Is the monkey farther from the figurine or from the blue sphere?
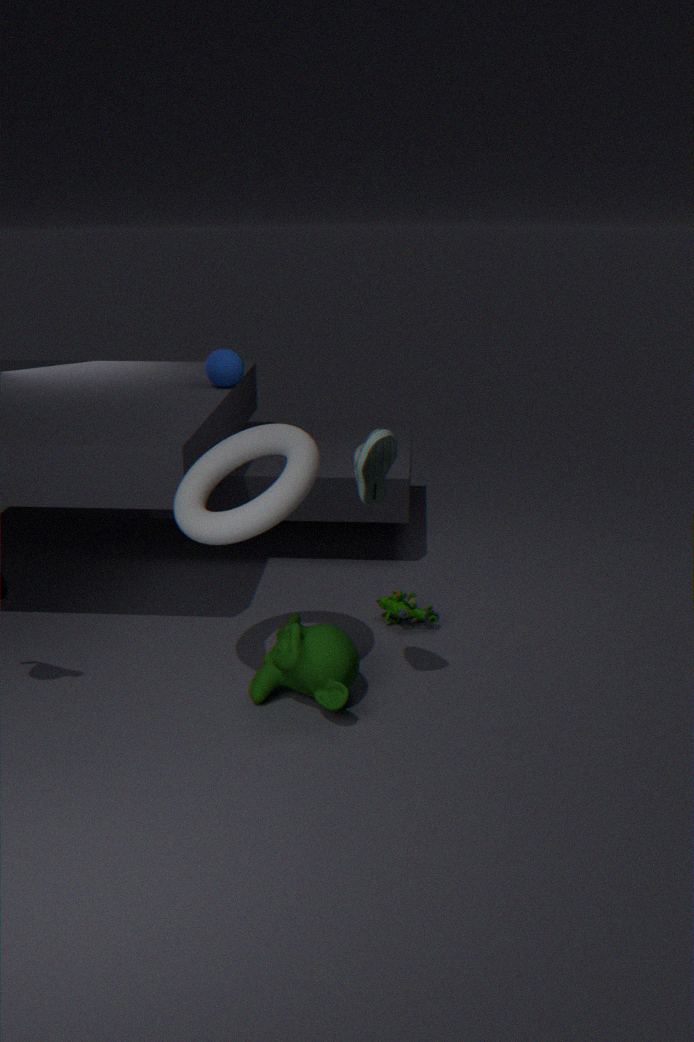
the blue sphere
